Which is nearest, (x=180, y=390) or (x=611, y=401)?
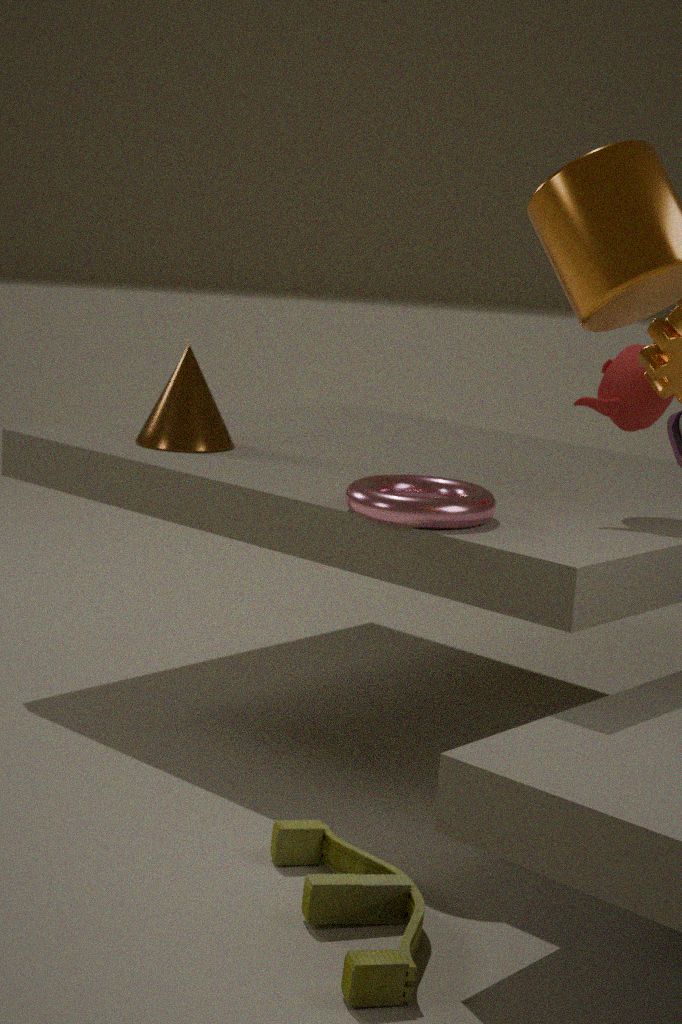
(x=611, y=401)
